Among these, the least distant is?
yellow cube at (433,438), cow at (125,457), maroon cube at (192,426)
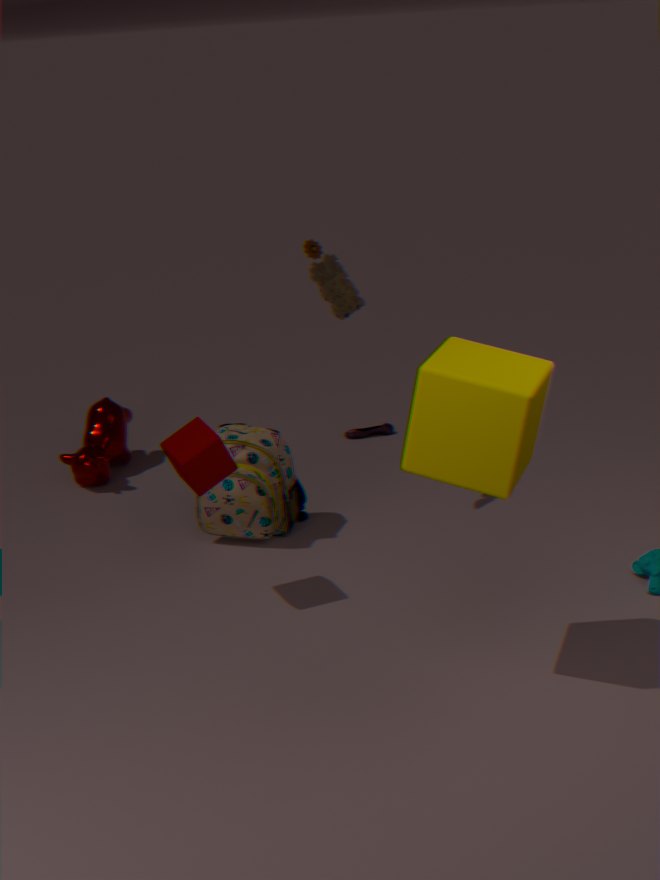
yellow cube at (433,438)
